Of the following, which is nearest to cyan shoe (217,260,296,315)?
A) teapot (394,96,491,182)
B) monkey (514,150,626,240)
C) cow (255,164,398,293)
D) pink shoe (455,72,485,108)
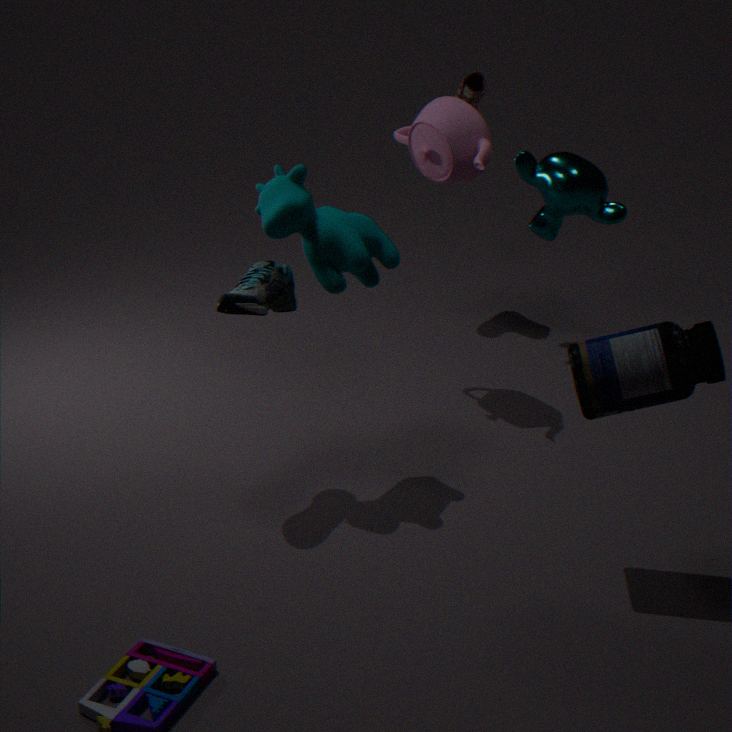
cow (255,164,398,293)
